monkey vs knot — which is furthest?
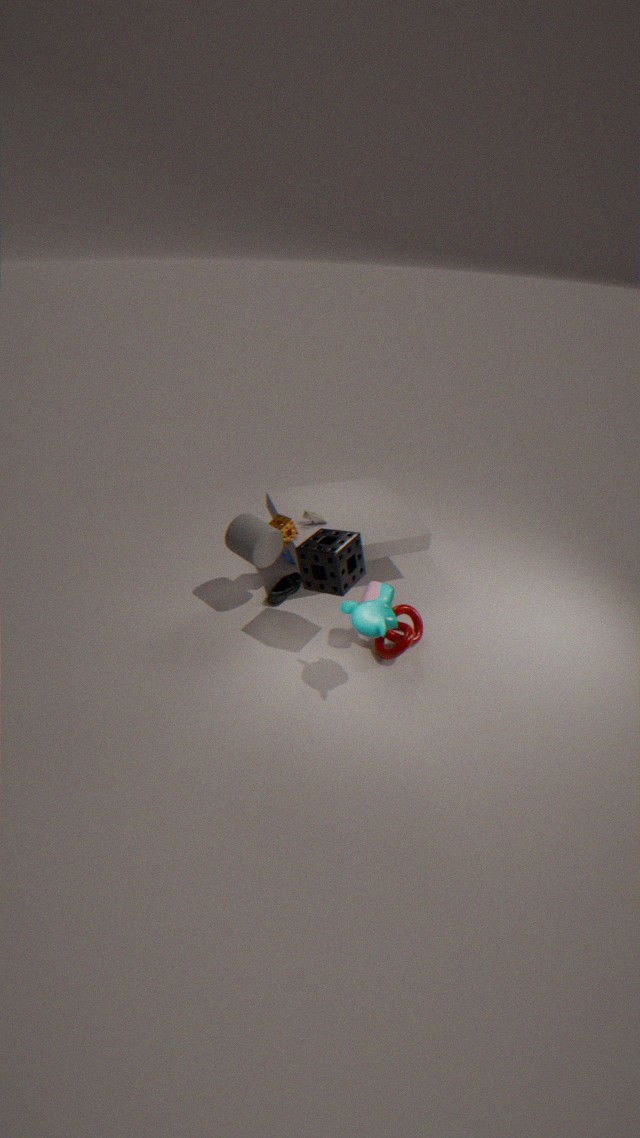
knot
